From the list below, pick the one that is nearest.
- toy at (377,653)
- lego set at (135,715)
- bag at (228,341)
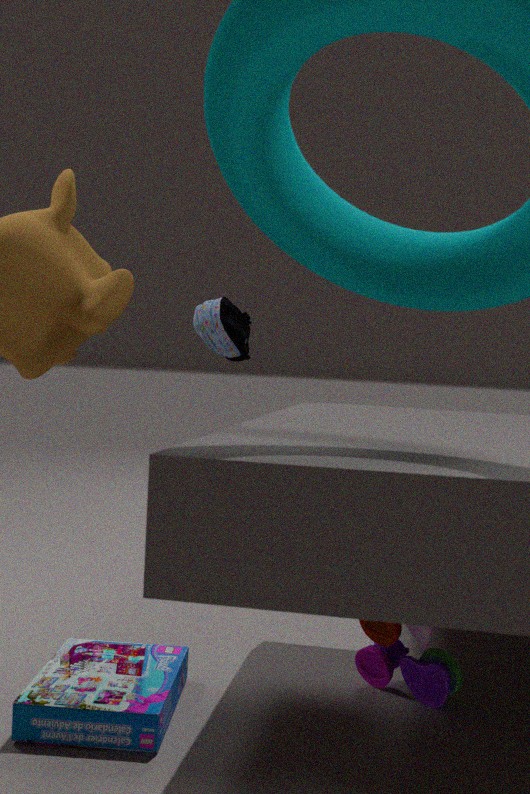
lego set at (135,715)
